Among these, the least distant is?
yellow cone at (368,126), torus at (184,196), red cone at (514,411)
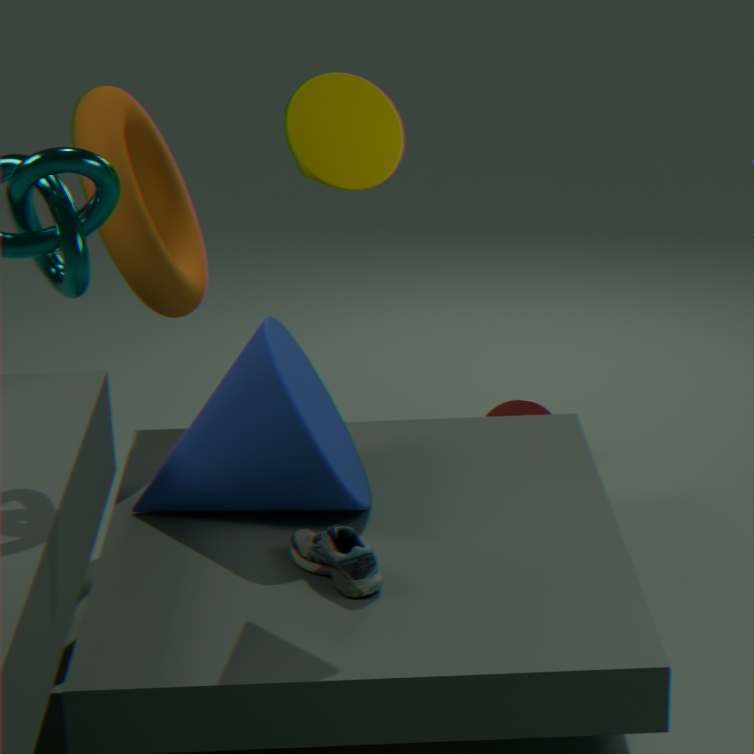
yellow cone at (368,126)
